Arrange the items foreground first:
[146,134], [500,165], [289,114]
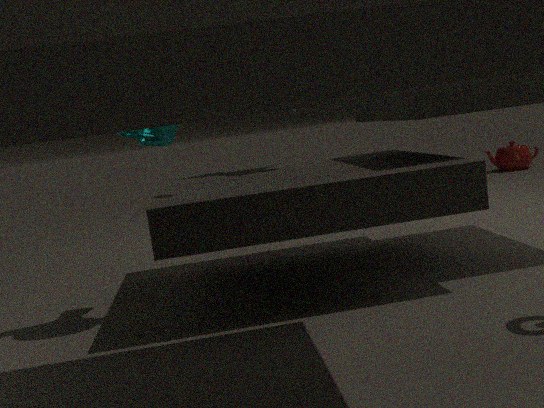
1. [146,134]
2. [289,114]
3. [500,165]
